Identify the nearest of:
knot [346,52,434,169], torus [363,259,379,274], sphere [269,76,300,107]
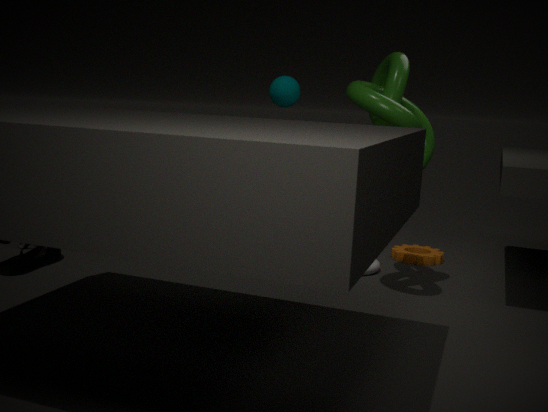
knot [346,52,434,169]
